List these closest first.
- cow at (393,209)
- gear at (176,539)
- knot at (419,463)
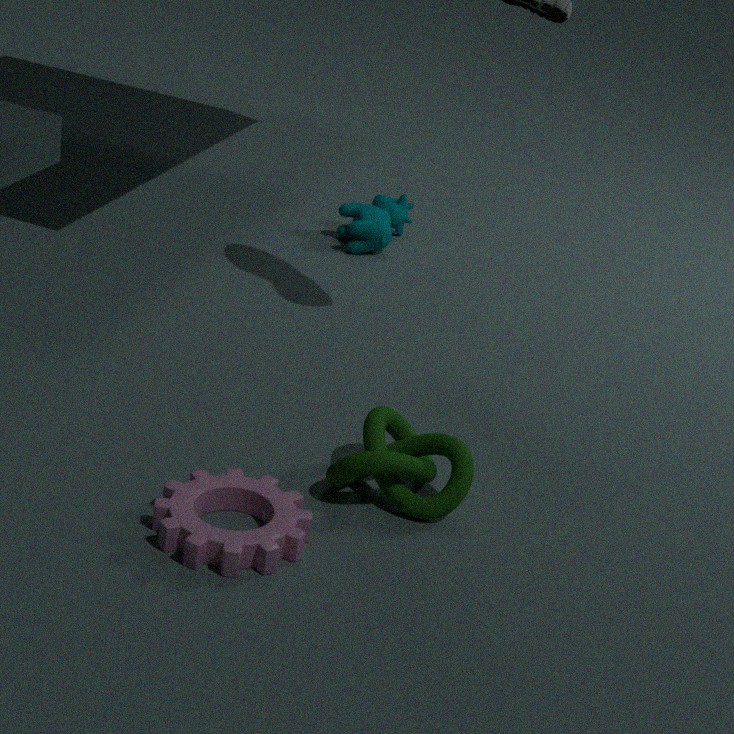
gear at (176,539)
knot at (419,463)
cow at (393,209)
